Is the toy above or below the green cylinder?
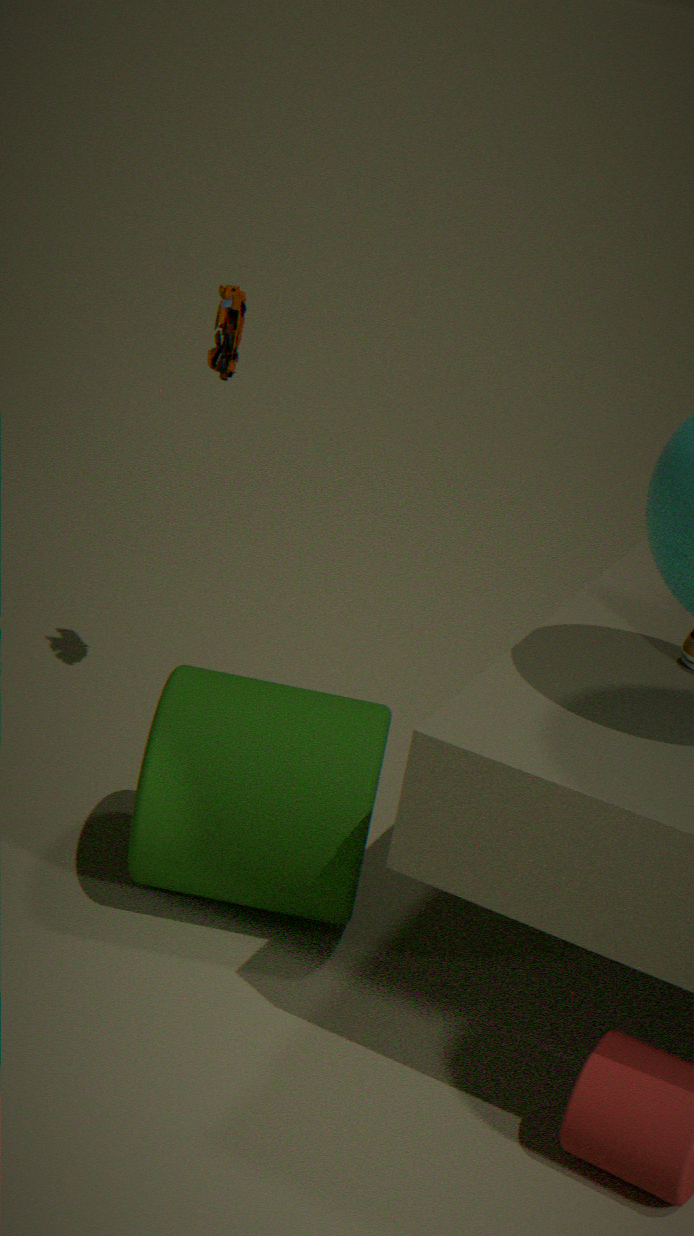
above
